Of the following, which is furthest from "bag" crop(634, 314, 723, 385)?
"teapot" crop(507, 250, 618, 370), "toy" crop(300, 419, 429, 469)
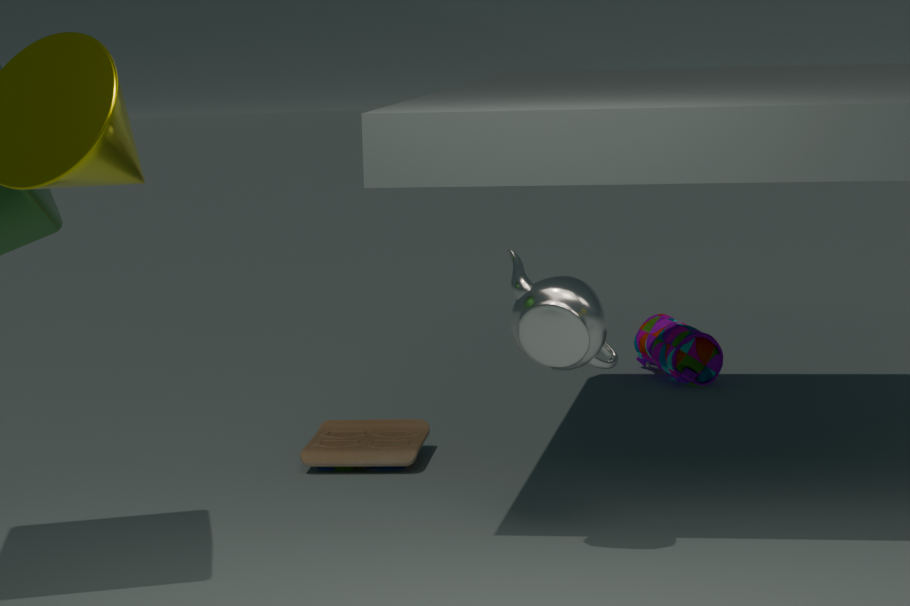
"teapot" crop(507, 250, 618, 370)
